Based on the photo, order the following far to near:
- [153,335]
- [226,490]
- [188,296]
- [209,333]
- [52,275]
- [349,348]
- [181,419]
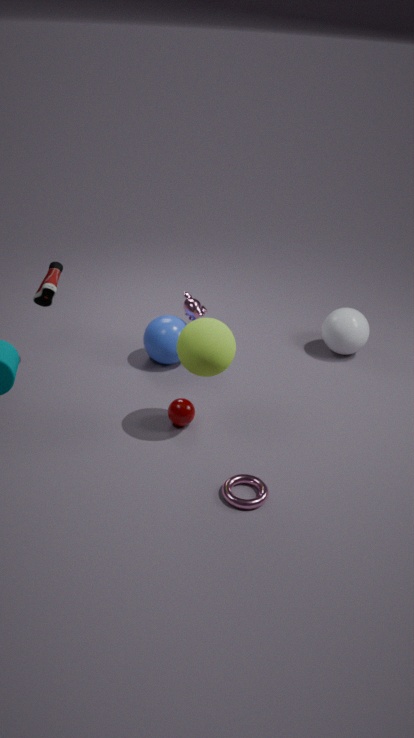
[349,348] < [188,296] < [153,335] < [52,275] < [181,419] < [209,333] < [226,490]
